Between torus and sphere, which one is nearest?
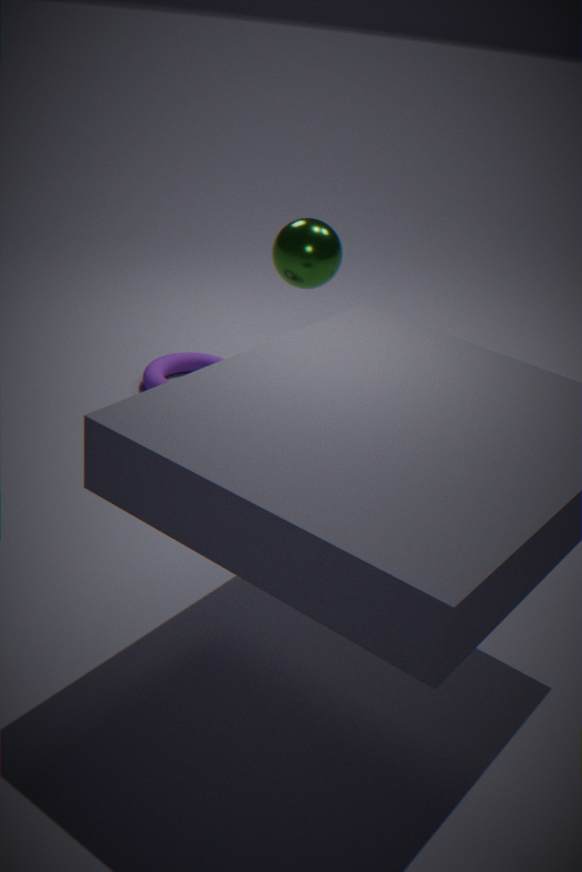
sphere
